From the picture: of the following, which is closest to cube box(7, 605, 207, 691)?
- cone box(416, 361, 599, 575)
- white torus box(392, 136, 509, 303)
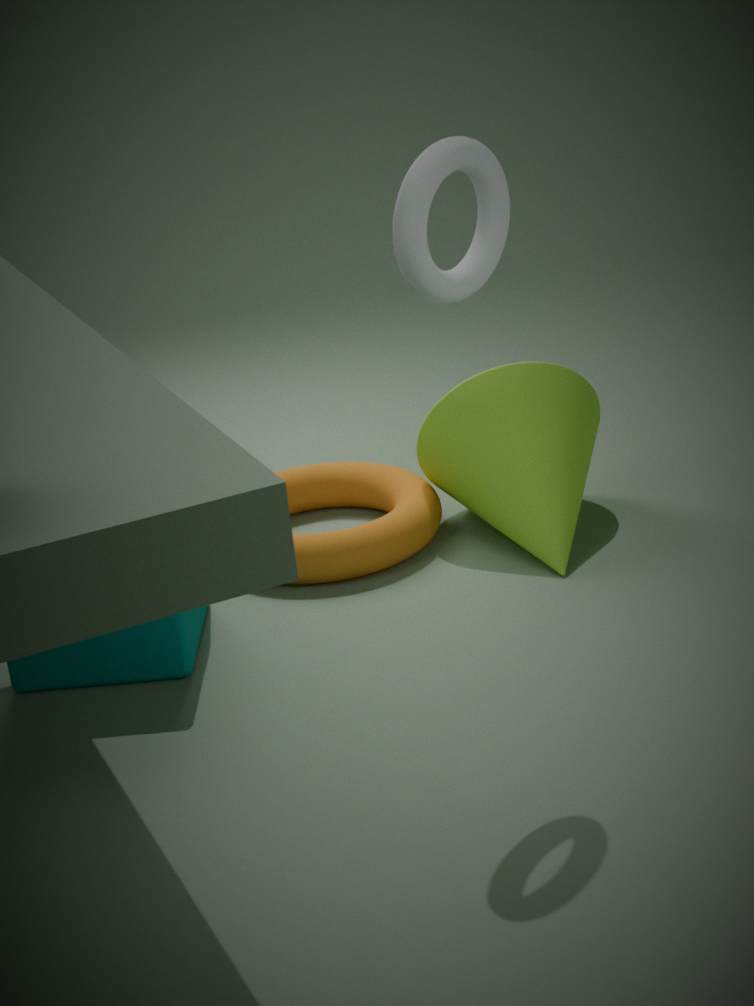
cone box(416, 361, 599, 575)
